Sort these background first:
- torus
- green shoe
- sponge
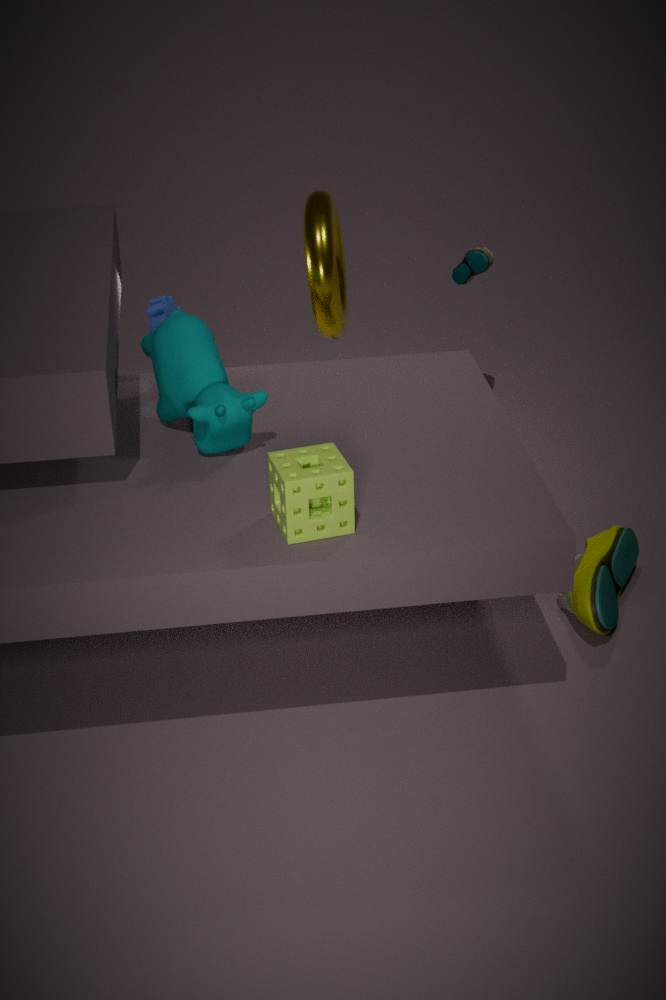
torus
green shoe
sponge
